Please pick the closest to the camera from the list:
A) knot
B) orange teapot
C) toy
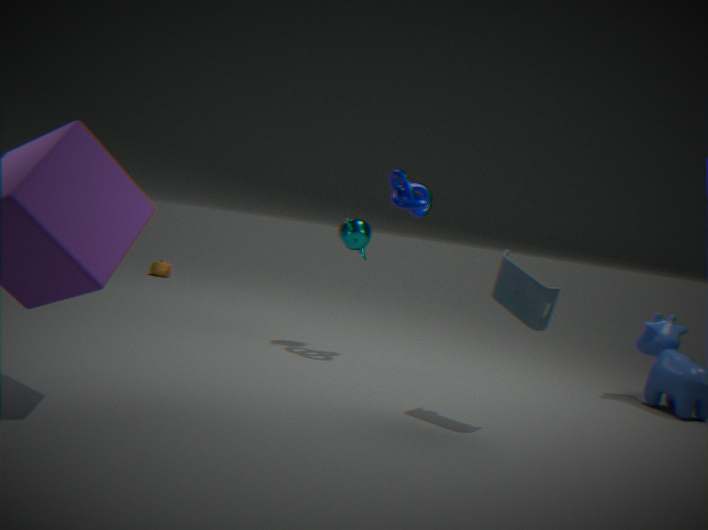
toy
